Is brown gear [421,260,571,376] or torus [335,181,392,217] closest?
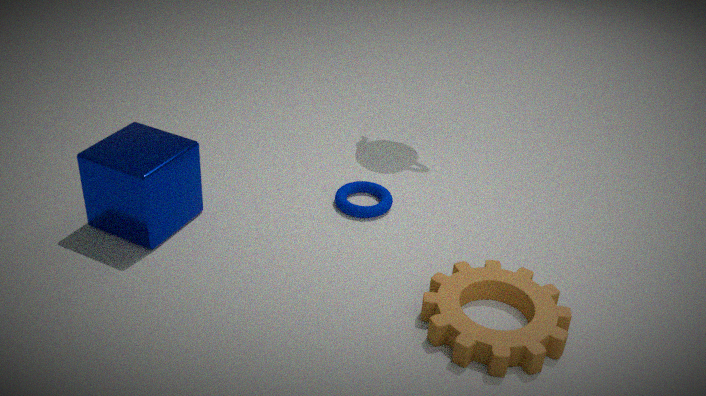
brown gear [421,260,571,376]
